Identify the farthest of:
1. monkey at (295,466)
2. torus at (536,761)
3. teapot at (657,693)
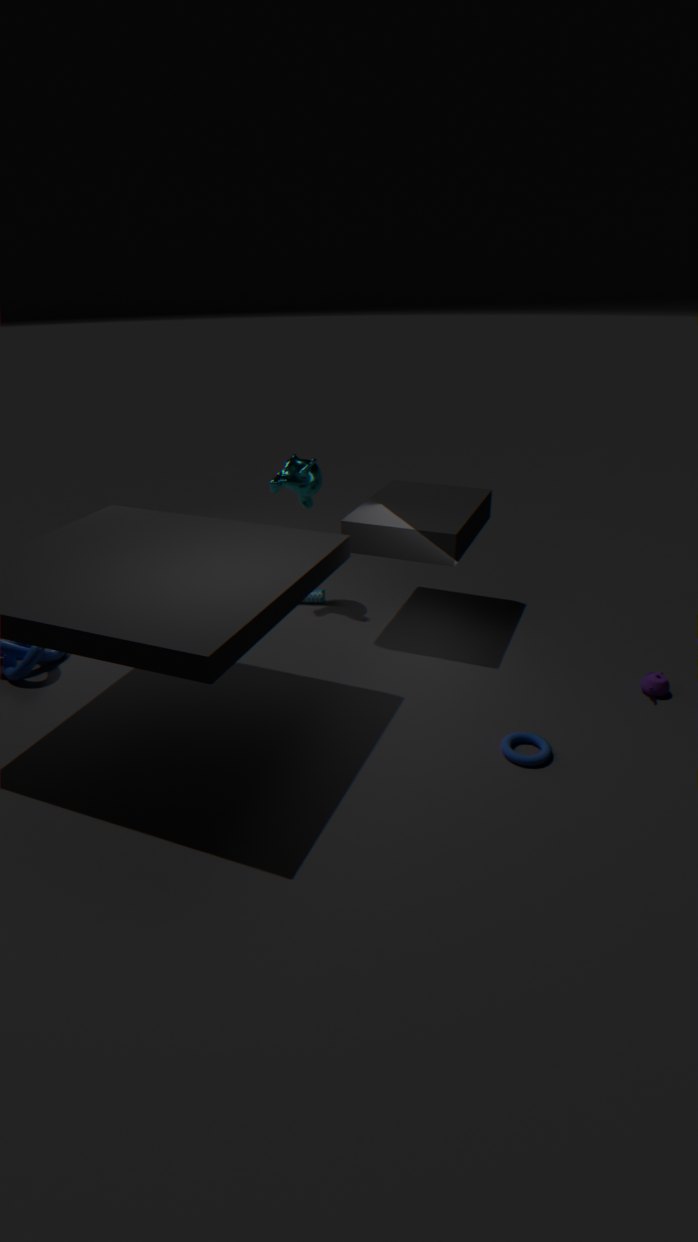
monkey at (295,466)
